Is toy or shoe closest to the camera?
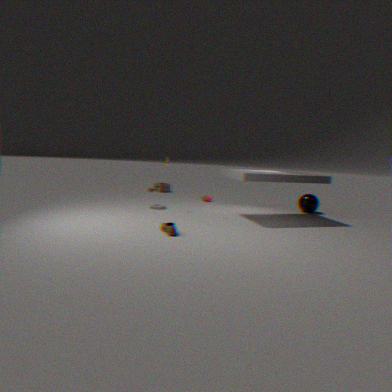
shoe
